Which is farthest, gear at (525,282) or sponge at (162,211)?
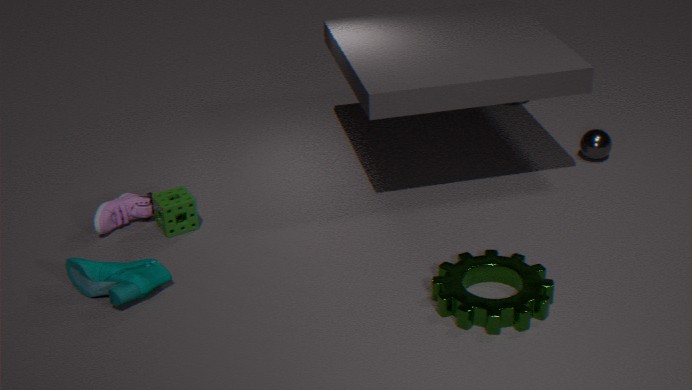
sponge at (162,211)
